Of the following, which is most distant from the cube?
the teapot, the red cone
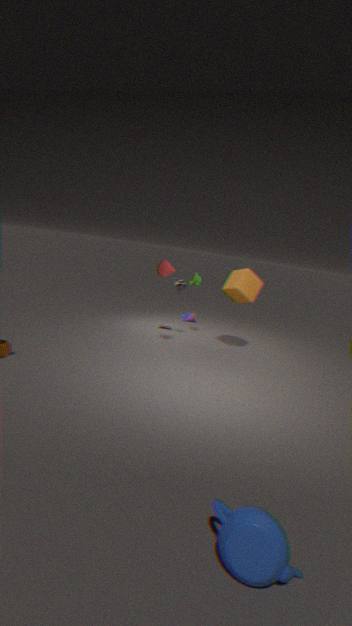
the teapot
